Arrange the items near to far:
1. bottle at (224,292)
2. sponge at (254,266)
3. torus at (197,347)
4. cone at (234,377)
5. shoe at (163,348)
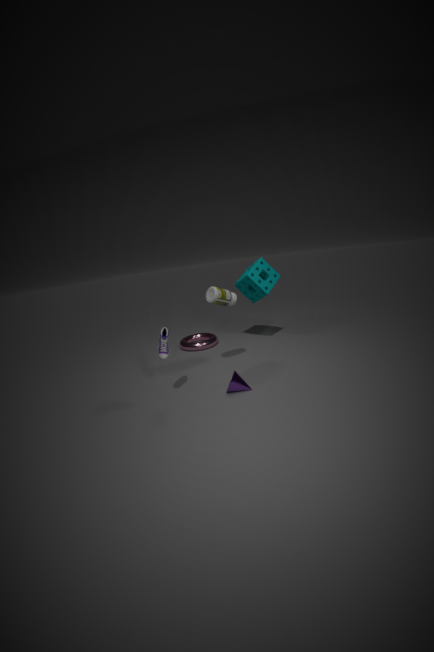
shoe at (163,348) → cone at (234,377) → bottle at (224,292) → sponge at (254,266) → torus at (197,347)
